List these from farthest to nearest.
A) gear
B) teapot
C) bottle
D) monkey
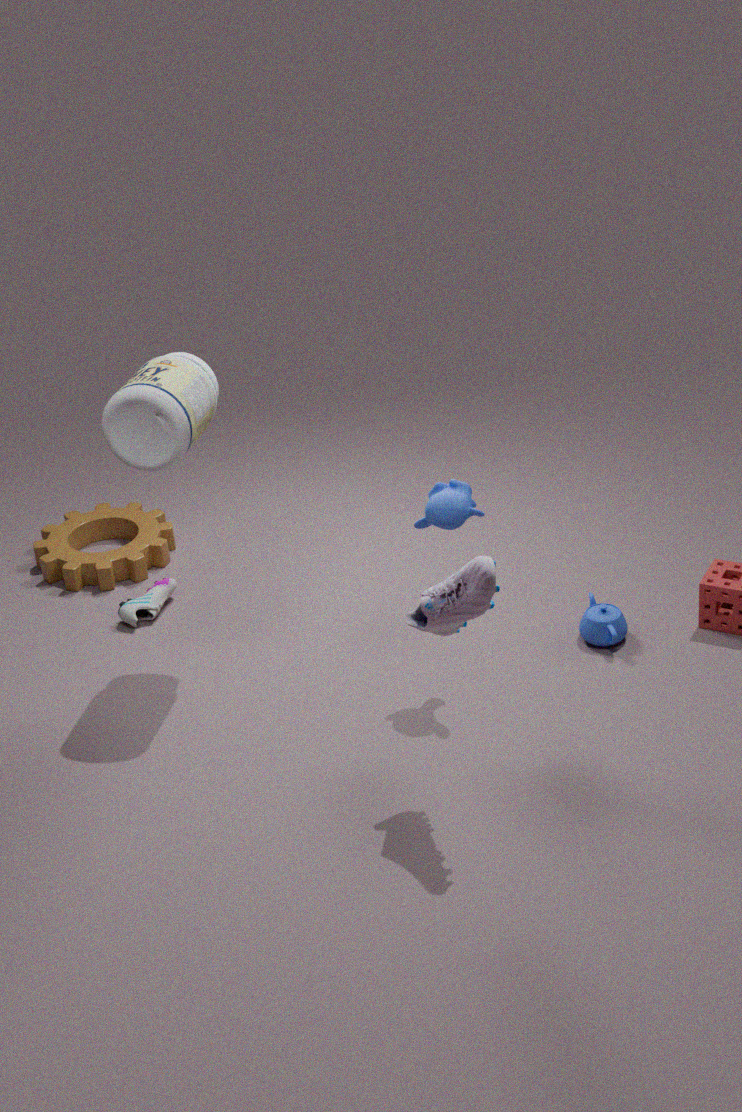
gear
teapot
monkey
bottle
